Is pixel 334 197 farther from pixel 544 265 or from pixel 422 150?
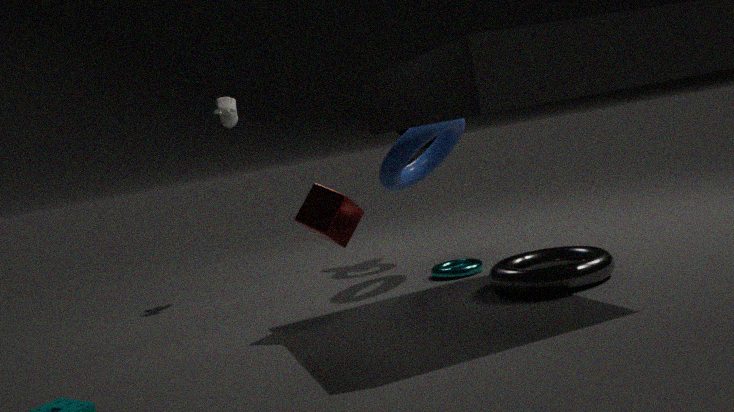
pixel 422 150
